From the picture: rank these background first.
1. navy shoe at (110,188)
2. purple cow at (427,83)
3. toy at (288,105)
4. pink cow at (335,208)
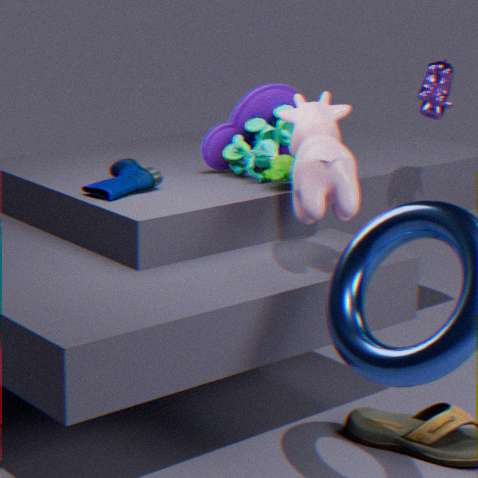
toy at (288,105) → purple cow at (427,83) → navy shoe at (110,188) → pink cow at (335,208)
